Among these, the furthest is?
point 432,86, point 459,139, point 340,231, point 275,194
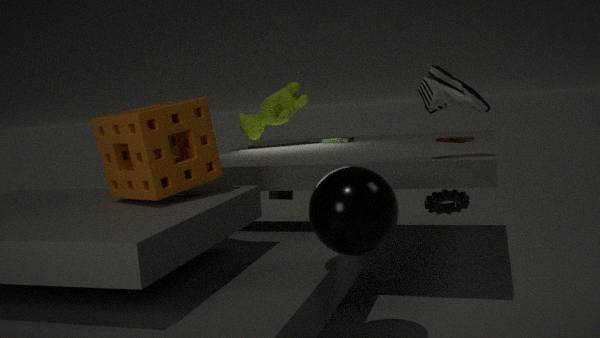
point 275,194
